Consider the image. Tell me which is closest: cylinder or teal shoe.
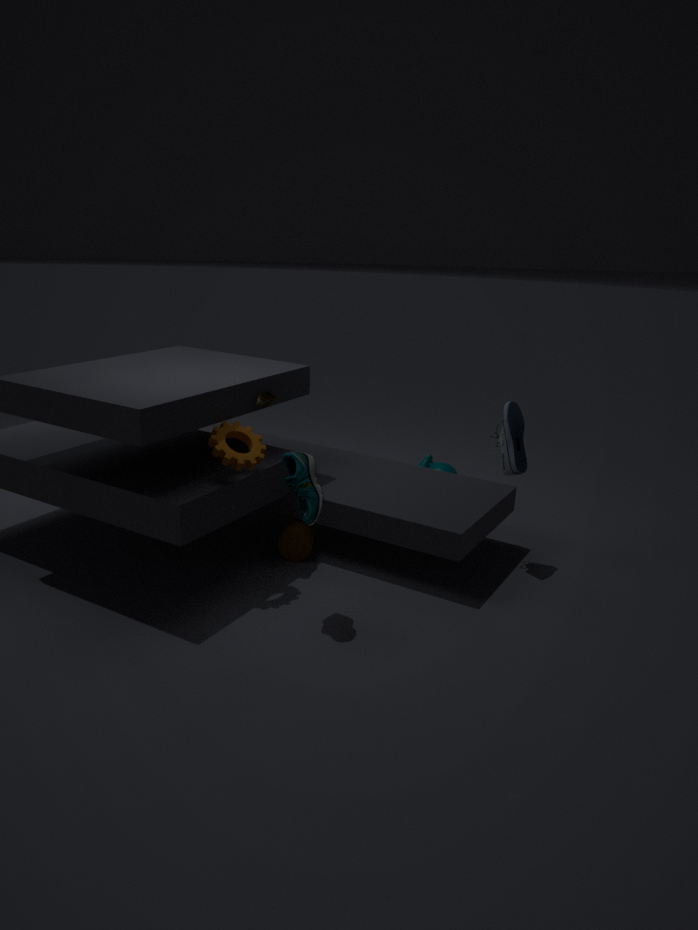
teal shoe
